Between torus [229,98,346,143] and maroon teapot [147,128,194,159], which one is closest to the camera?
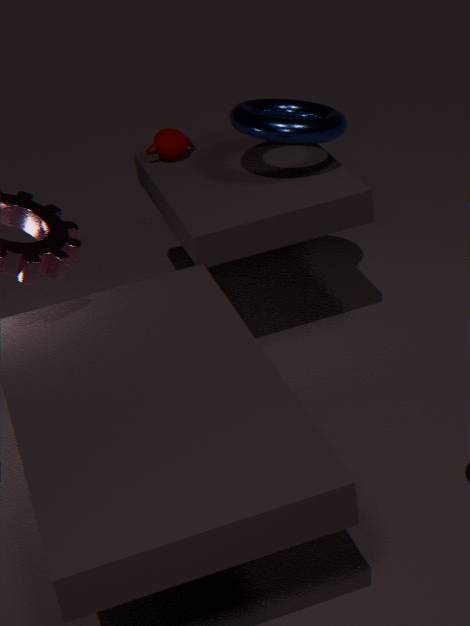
torus [229,98,346,143]
